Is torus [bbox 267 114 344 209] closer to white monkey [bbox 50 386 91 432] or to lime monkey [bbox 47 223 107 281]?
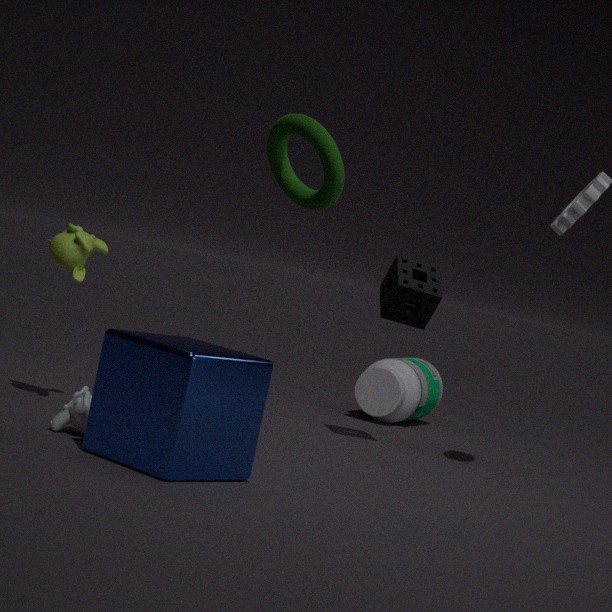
white monkey [bbox 50 386 91 432]
